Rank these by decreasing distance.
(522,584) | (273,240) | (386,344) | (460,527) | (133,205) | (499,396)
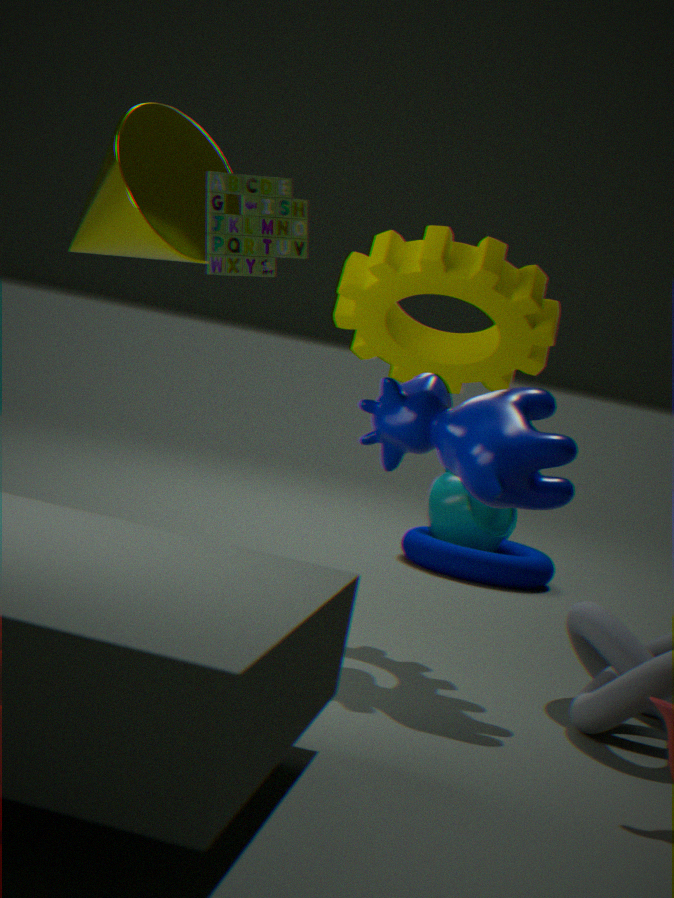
(460,527)
(522,584)
(386,344)
(273,240)
(133,205)
(499,396)
